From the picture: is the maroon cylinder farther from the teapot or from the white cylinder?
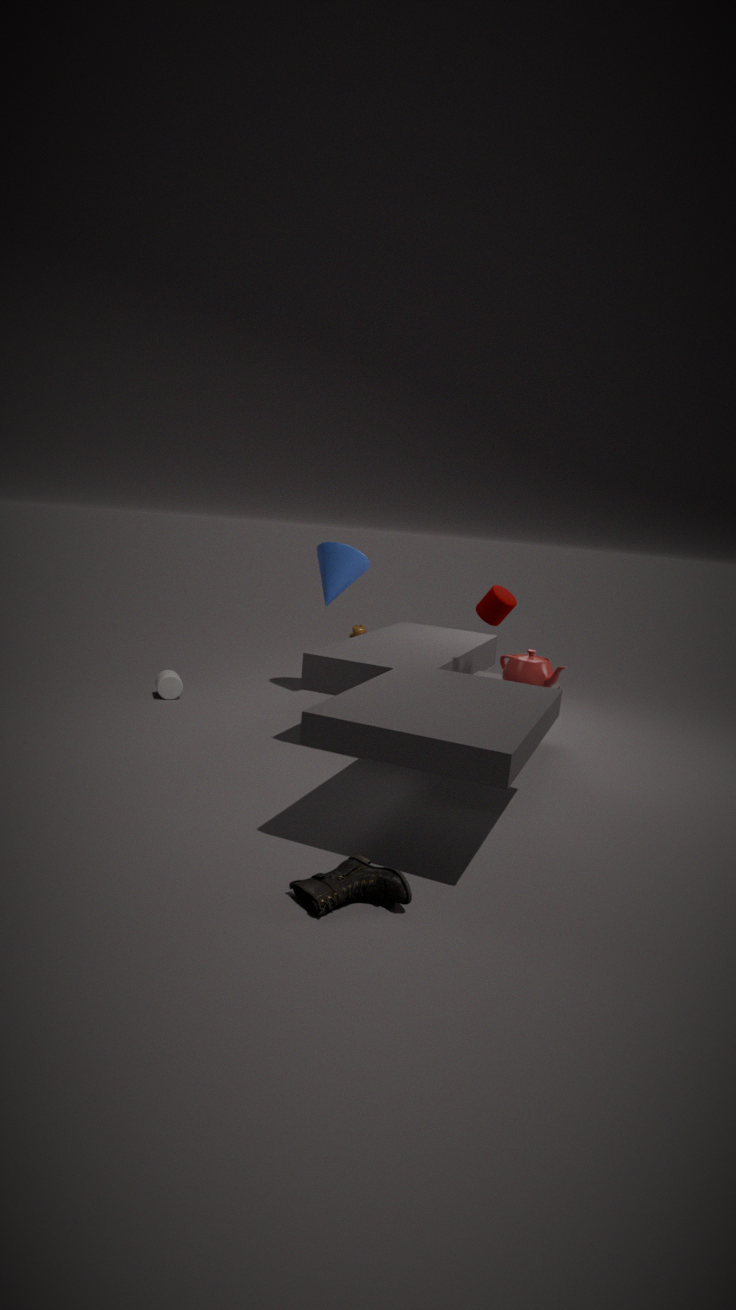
the white cylinder
